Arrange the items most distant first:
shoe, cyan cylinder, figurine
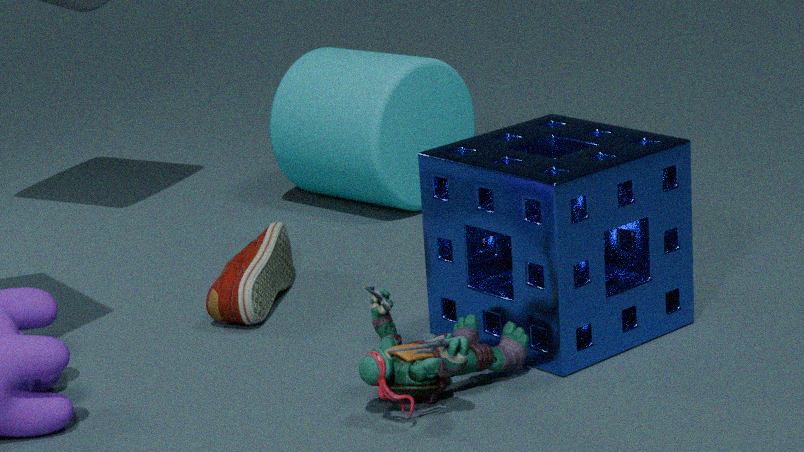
cyan cylinder, shoe, figurine
